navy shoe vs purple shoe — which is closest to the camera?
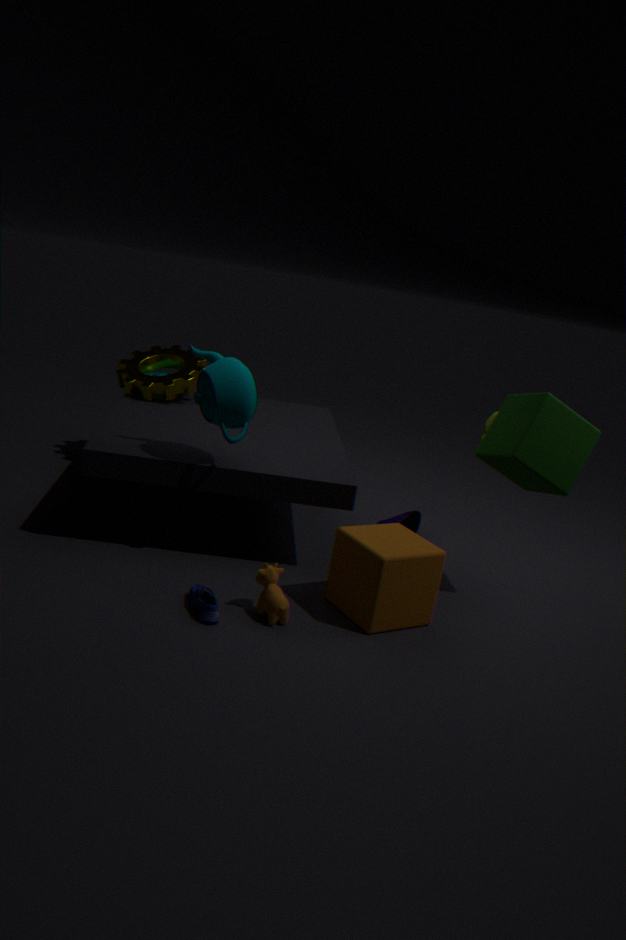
navy shoe
